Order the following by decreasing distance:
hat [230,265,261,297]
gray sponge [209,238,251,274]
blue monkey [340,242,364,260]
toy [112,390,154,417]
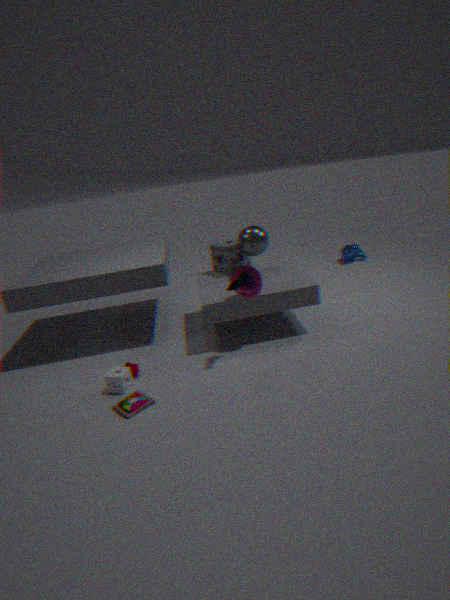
blue monkey [340,242,364,260] < gray sponge [209,238,251,274] < hat [230,265,261,297] < toy [112,390,154,417]
